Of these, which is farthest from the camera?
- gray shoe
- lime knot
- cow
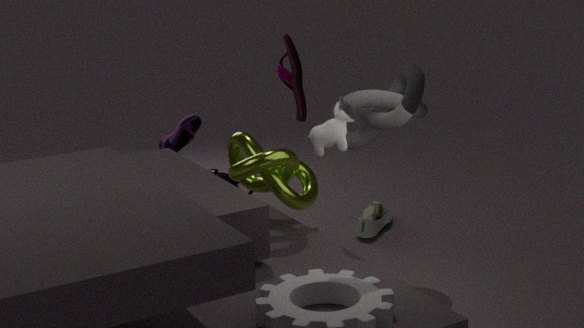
gray shoe
